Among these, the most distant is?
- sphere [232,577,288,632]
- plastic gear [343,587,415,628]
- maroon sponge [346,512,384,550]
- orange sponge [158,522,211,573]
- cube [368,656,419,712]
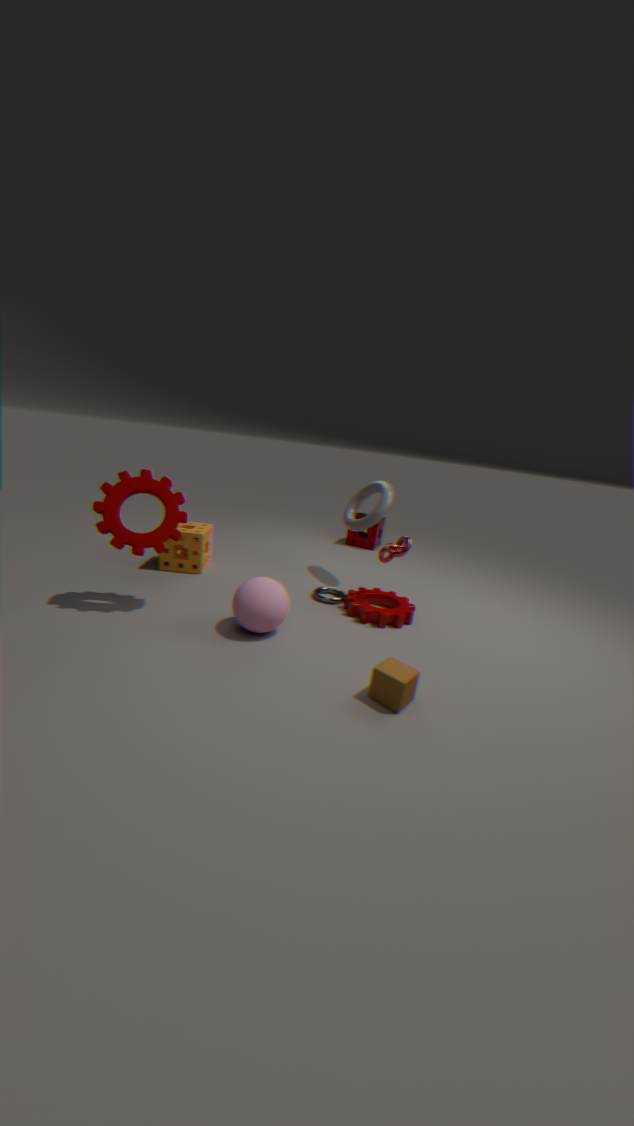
maroon sponge [346,512,384,550]
